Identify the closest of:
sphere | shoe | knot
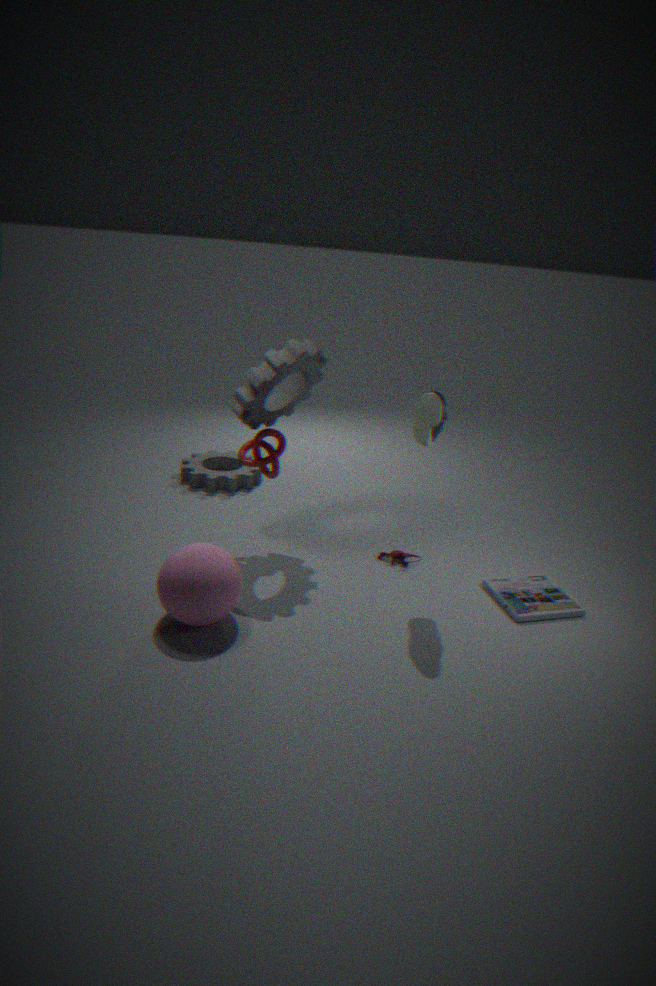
sphere
